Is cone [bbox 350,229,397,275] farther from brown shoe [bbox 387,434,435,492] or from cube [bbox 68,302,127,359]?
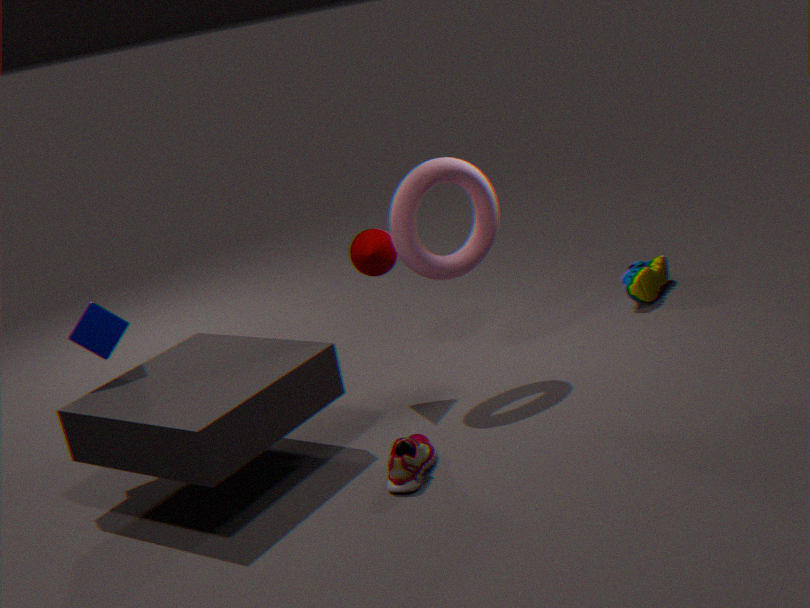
cube [bbox 68,302,127,359]
